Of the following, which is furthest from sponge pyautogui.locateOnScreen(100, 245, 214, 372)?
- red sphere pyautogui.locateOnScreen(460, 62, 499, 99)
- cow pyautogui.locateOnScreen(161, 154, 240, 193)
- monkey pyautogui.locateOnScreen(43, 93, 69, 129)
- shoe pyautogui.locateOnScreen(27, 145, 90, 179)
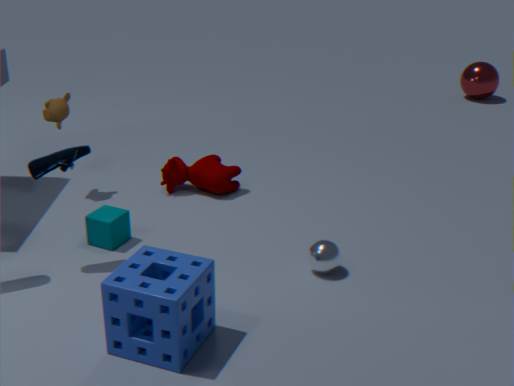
red sphere pyautogui.locateOnScreen(460, 62, 499, 99)
